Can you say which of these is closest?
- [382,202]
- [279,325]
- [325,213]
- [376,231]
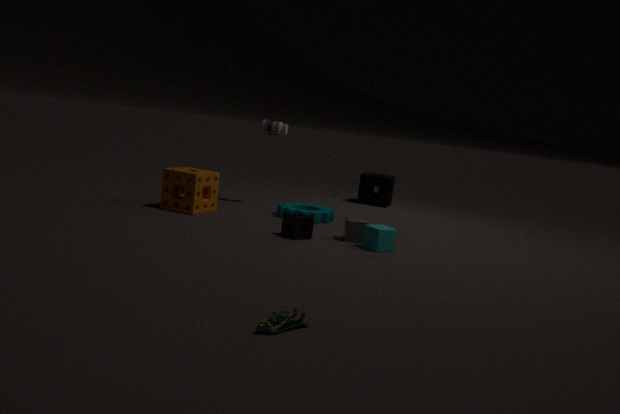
[279,325]
